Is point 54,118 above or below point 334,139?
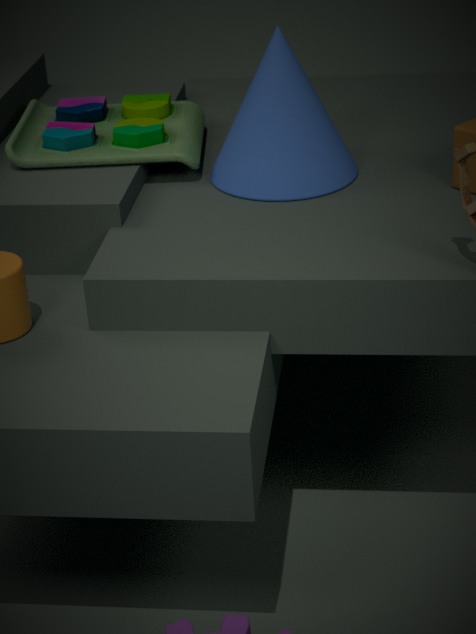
below
